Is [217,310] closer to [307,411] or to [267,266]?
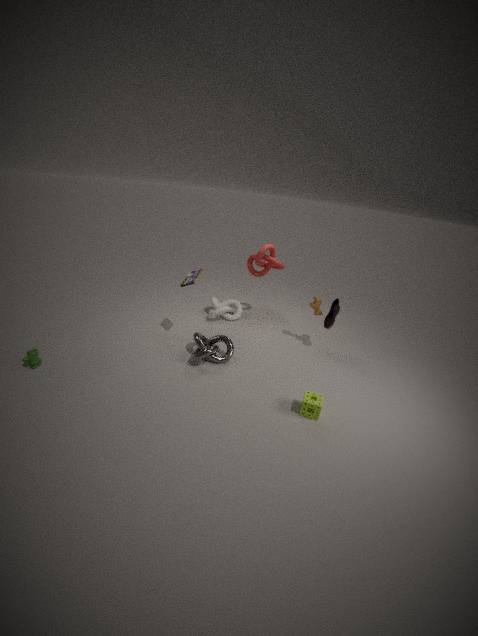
[267,266]
